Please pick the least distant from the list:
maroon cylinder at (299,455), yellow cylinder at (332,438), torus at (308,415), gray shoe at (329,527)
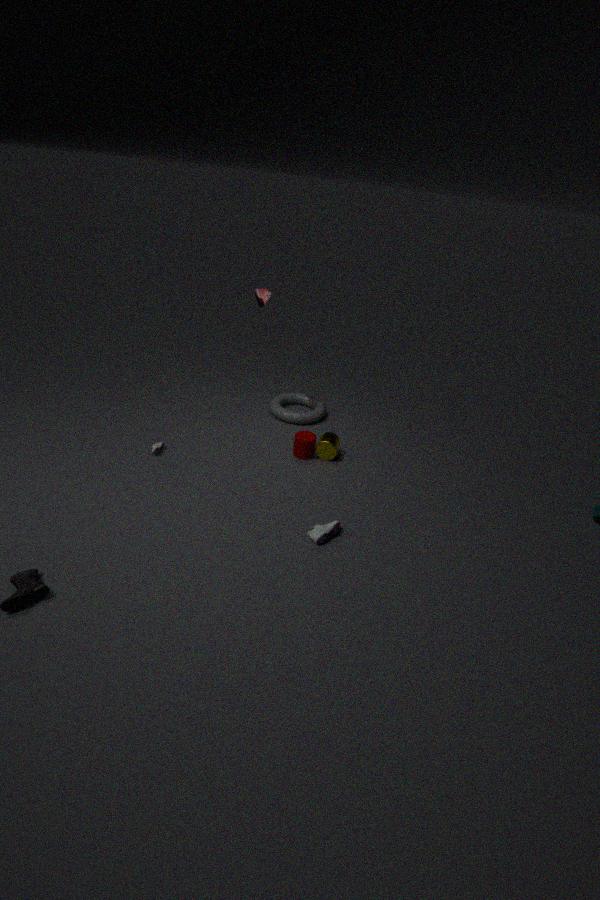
gray shoe at (329,527)
